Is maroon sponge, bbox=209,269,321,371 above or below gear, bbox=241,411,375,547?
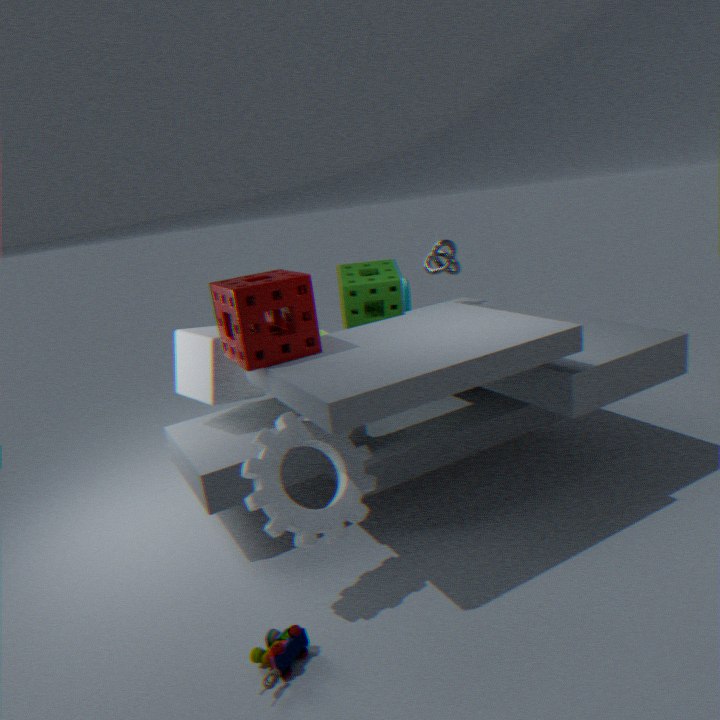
above
